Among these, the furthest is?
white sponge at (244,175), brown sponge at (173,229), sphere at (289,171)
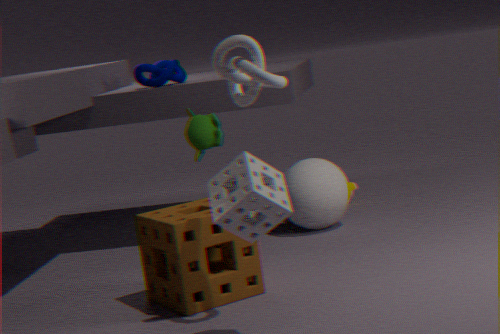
sphere at (289,171)
